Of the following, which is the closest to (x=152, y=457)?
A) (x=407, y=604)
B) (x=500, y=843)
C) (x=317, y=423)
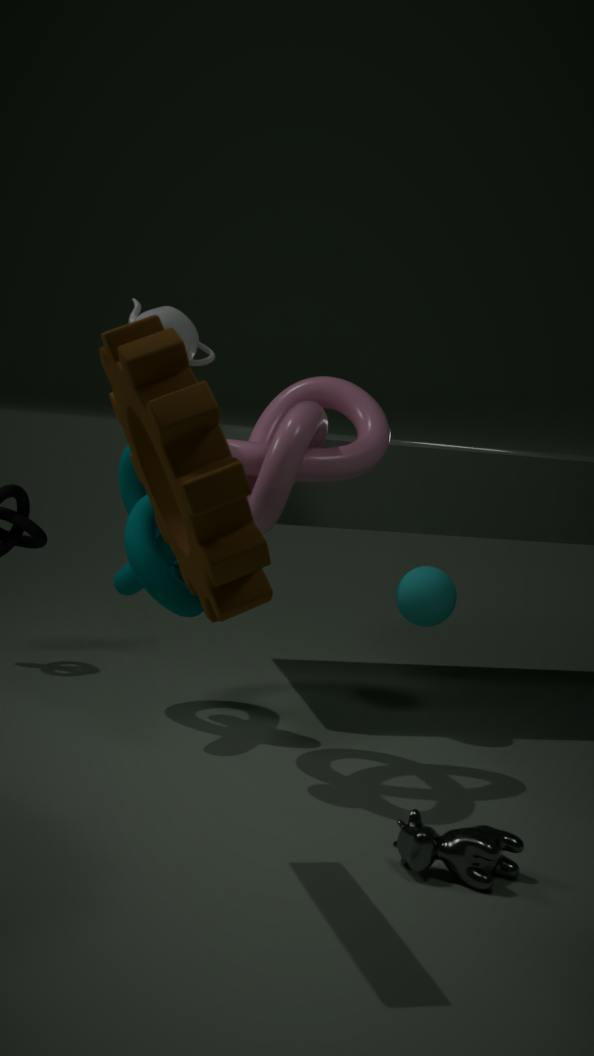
(x=317, y=423)
